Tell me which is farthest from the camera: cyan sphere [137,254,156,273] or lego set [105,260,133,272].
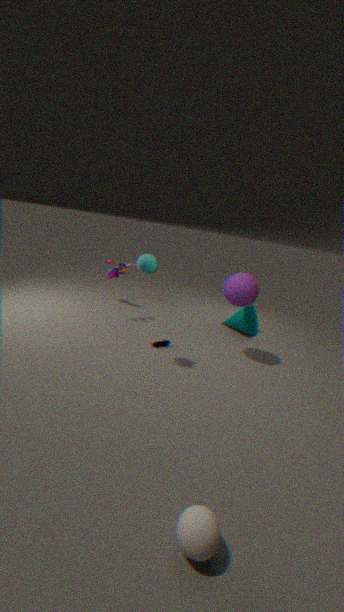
lego set [105,260,133,272]
